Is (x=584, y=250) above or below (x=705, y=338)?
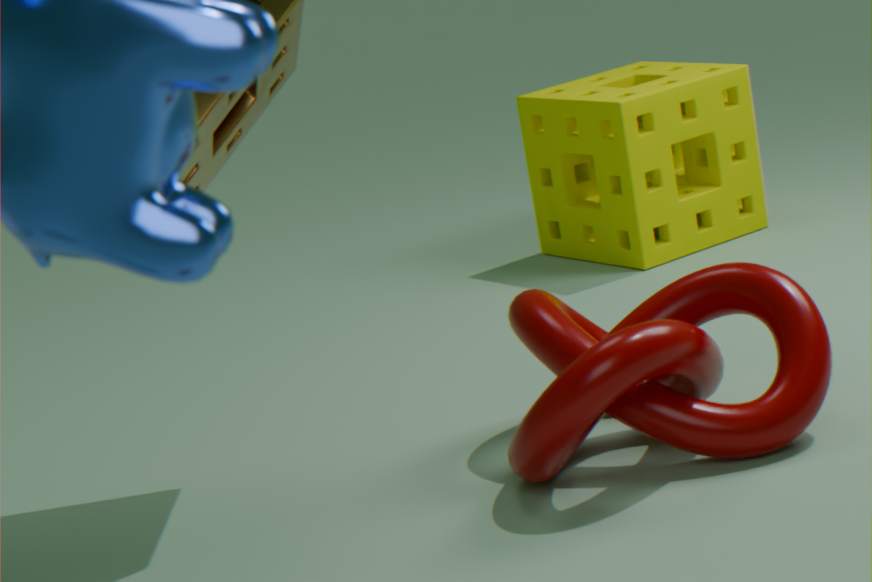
above
